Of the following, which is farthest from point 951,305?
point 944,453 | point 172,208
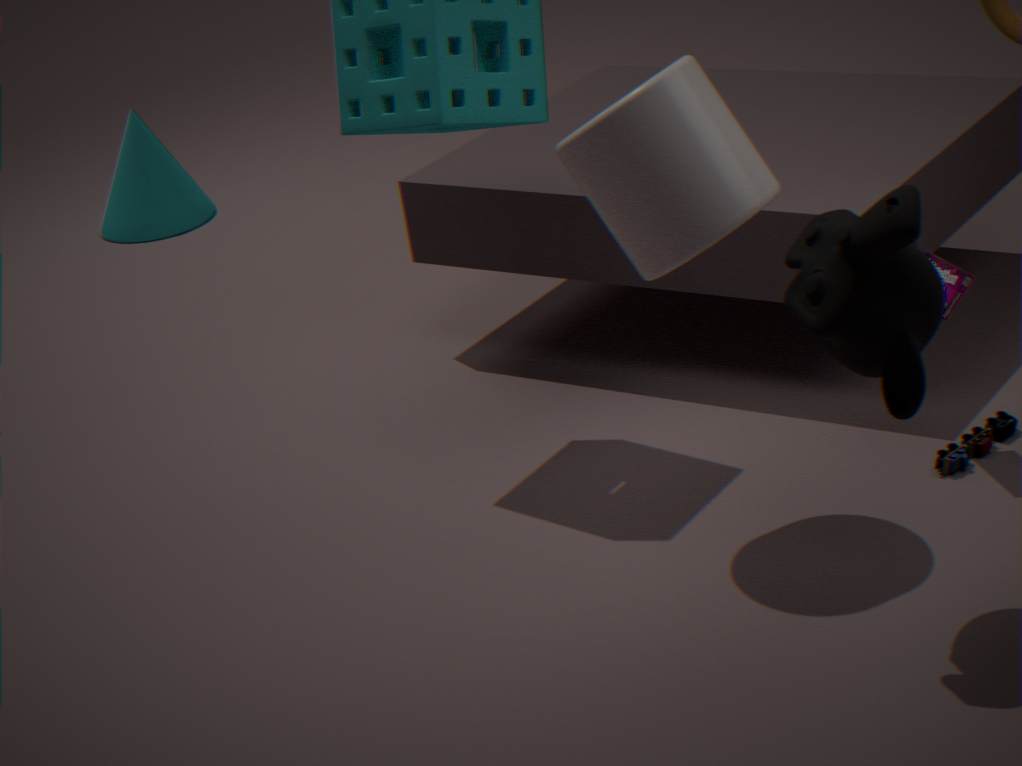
point 172,208
